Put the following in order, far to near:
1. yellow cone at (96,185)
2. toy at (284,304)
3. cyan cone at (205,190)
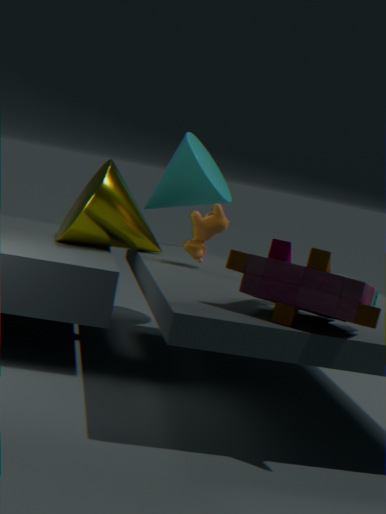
cyan cone at (205,190), yellow cone at (96,185), toy at (284,304)
